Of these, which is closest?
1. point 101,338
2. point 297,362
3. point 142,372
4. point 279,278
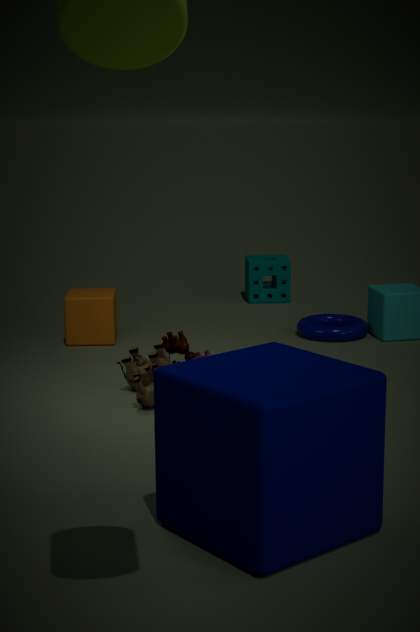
point 297,362
